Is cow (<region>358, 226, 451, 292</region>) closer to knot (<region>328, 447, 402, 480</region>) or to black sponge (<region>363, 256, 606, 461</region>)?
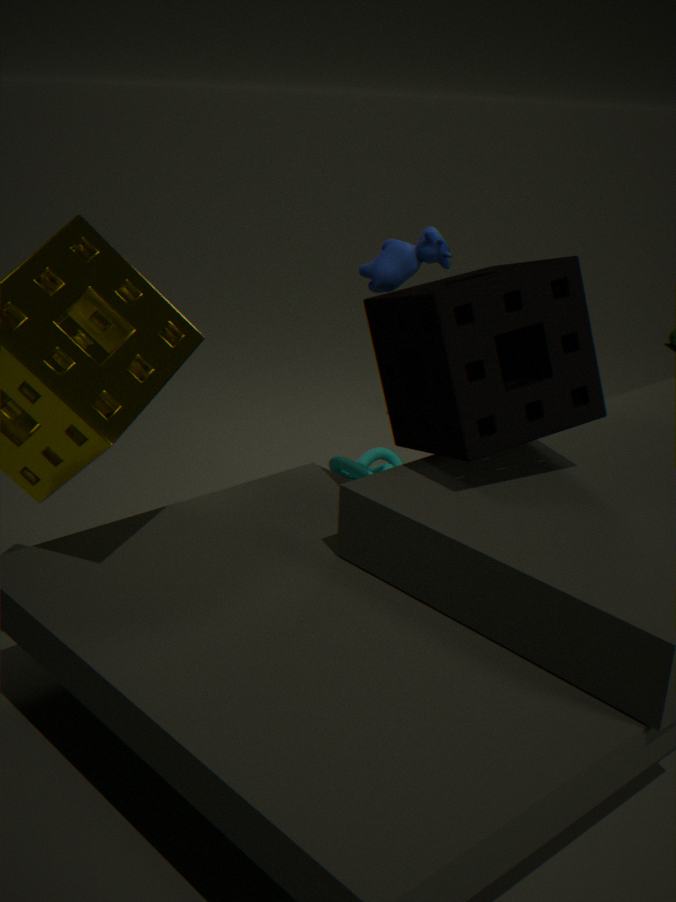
black sponge (<region>363, 256, 606, 461</region>)
